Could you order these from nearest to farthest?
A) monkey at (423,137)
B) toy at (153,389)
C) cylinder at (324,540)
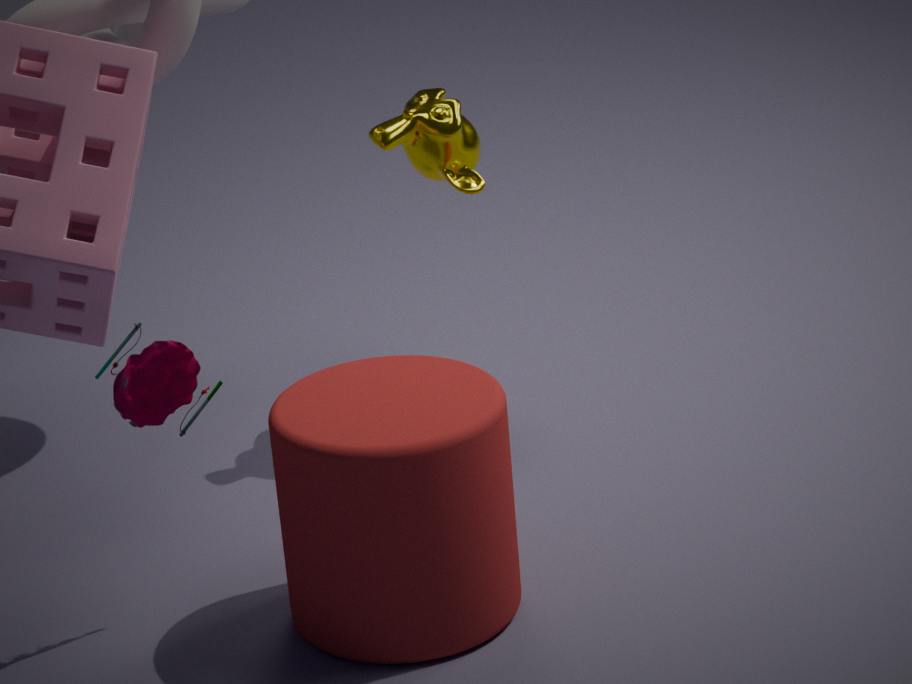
1. cylinder at (324,540)
2. toy at (153,389)
3. monkey at (423,137)
